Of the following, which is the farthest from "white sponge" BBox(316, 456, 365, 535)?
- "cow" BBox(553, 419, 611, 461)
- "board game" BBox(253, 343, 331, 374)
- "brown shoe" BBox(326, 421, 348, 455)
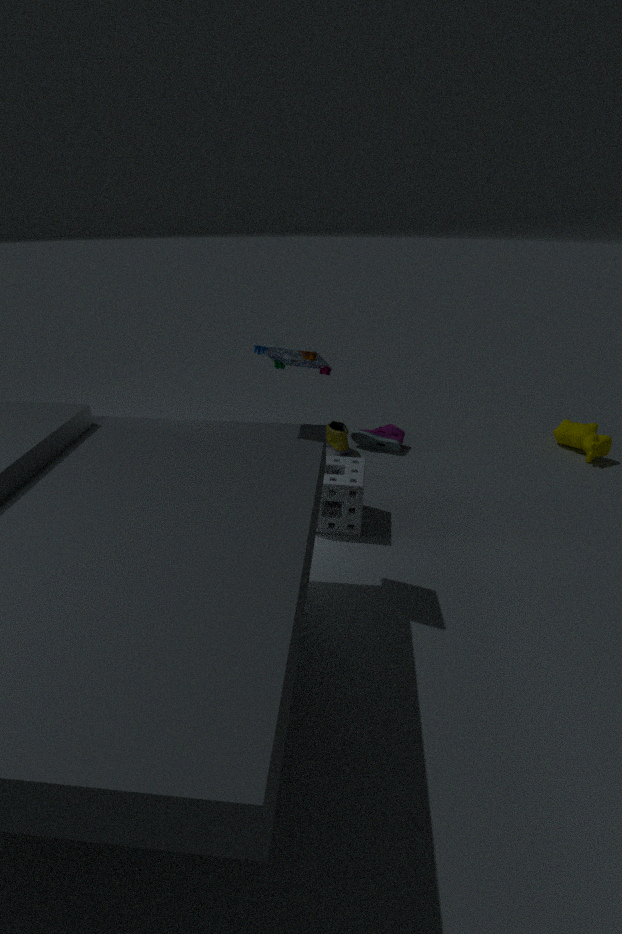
"cow" BBox(553, 419, 611, 461)
